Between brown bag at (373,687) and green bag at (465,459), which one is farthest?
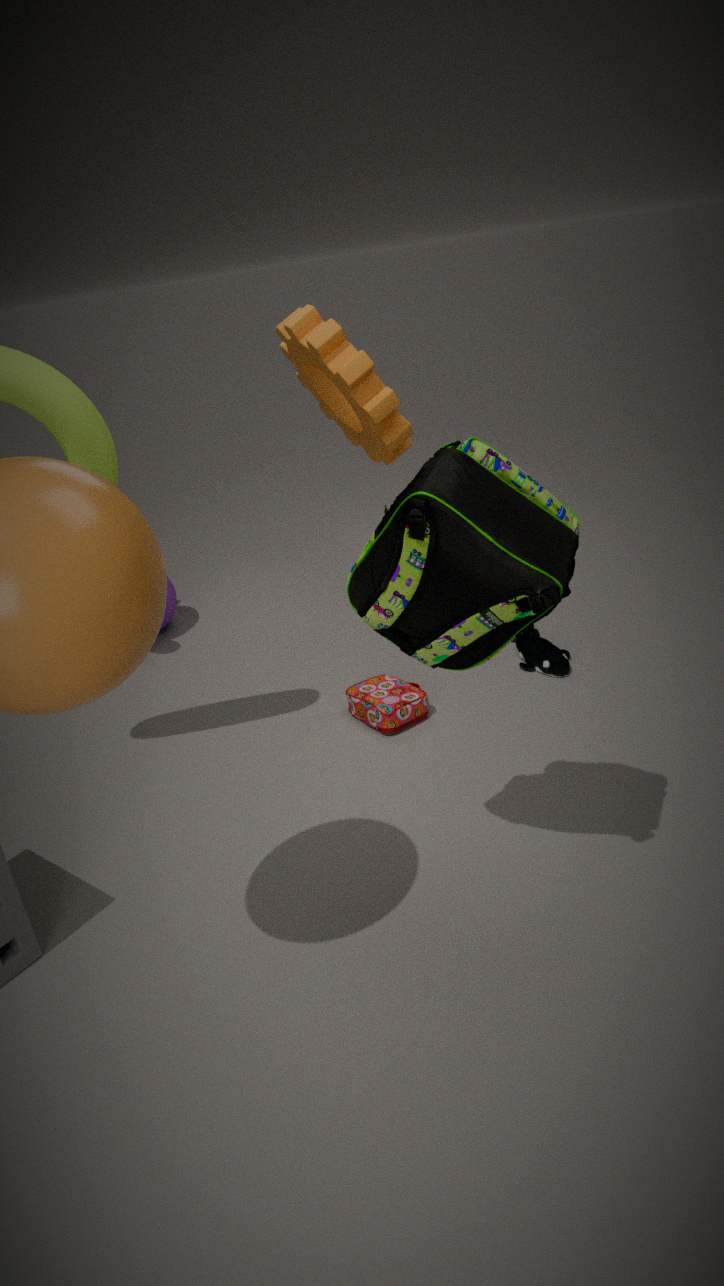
brown bag at (373,687)
